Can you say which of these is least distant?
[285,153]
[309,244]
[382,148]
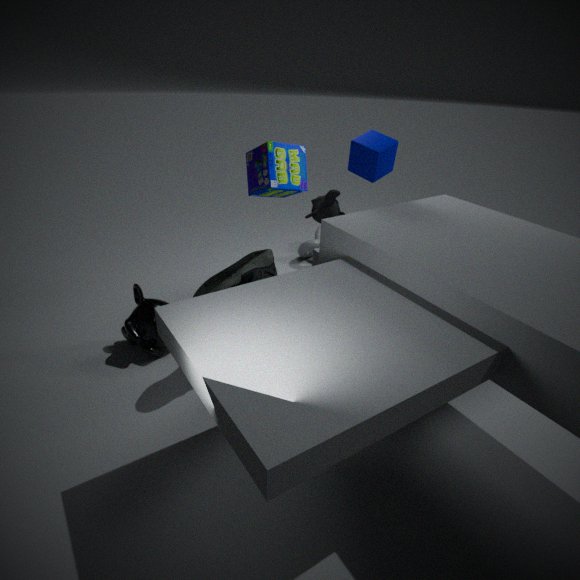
[382,148]
